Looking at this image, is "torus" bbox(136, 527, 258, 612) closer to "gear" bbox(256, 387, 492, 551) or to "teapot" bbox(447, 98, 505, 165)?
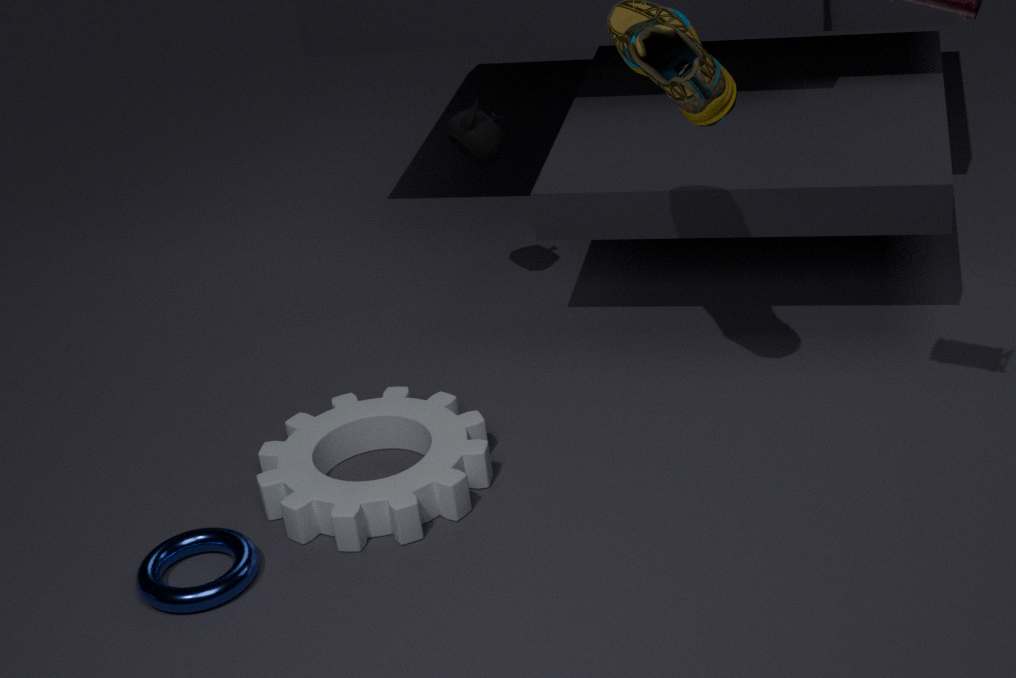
"gear" bbox(256, 387, 492, 551)
